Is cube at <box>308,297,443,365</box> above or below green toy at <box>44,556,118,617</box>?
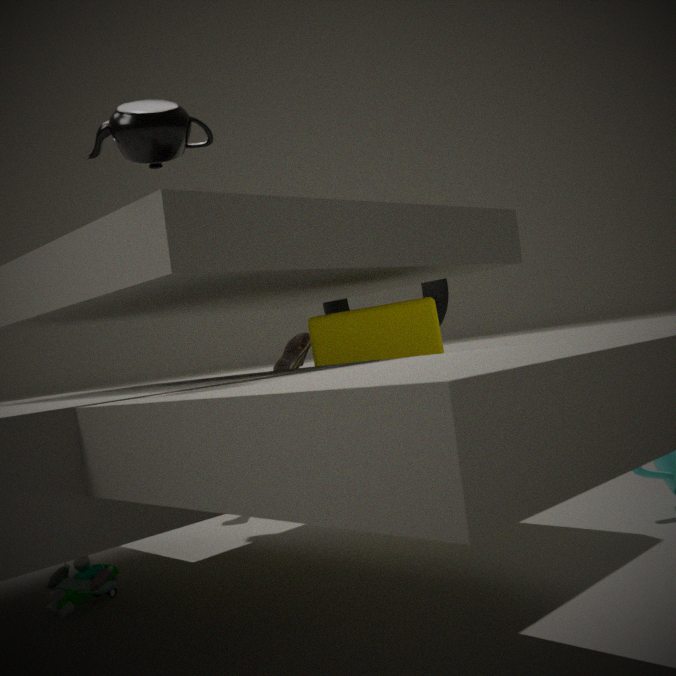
above
